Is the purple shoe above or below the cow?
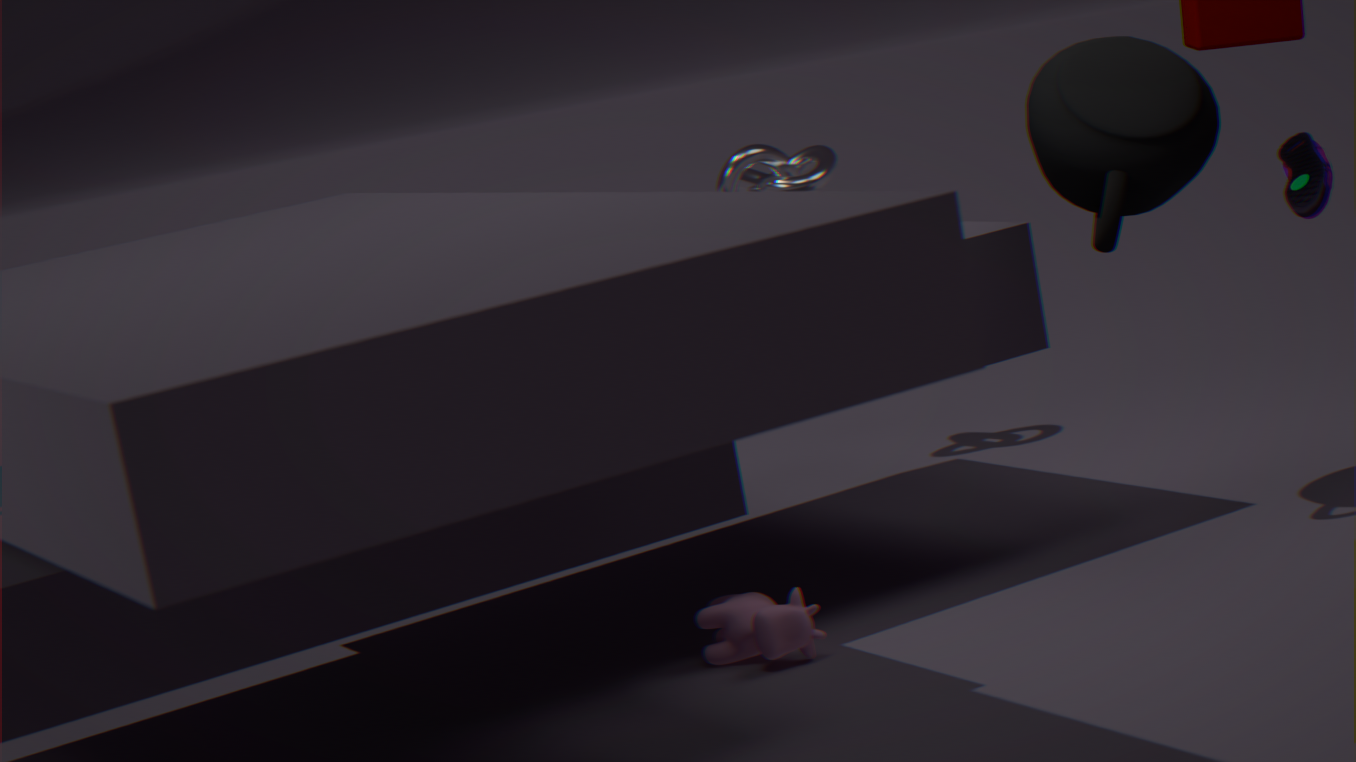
above
